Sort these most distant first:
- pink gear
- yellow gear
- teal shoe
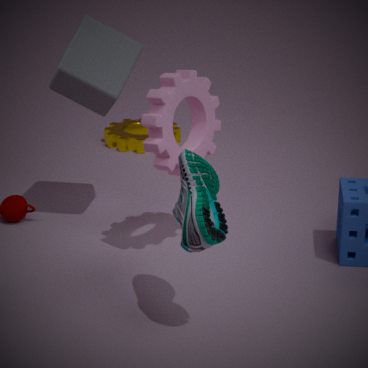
1. yellow gear
2. pink gear
3. teal shoe
